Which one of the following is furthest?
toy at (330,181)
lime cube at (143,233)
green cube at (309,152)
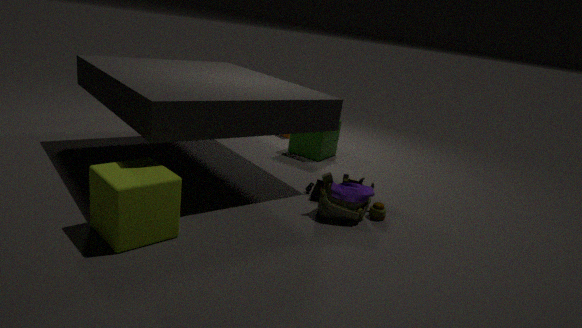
green cube at (309,152)
